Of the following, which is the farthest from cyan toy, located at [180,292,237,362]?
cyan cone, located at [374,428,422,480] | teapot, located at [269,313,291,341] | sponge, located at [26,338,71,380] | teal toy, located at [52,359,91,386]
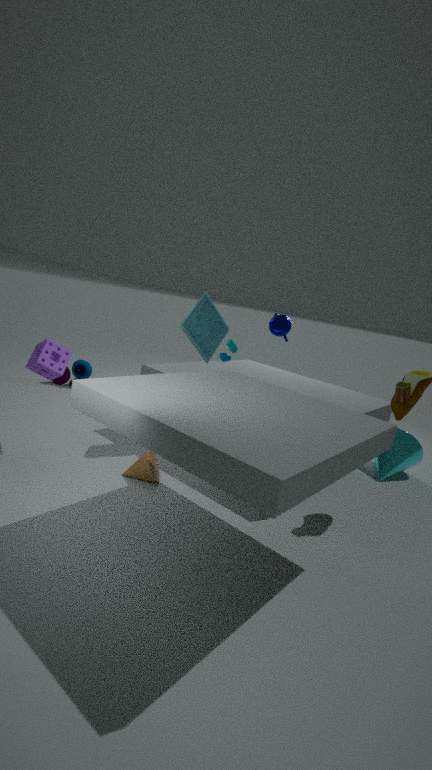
teal toy, located at [52,359,91,386]
